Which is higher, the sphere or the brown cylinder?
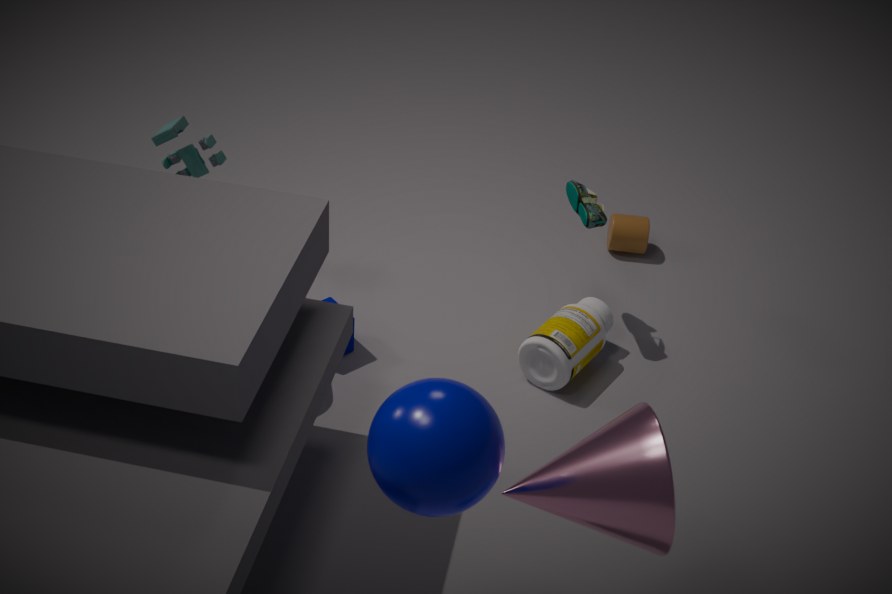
the sphere
